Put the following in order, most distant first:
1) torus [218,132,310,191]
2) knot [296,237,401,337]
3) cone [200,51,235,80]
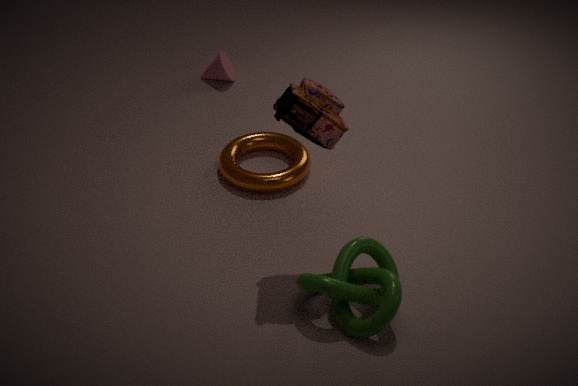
3. cone [200,51,235,80] → 1. torus [218,132,310,191] → 2. knot [296,237,401,337]
